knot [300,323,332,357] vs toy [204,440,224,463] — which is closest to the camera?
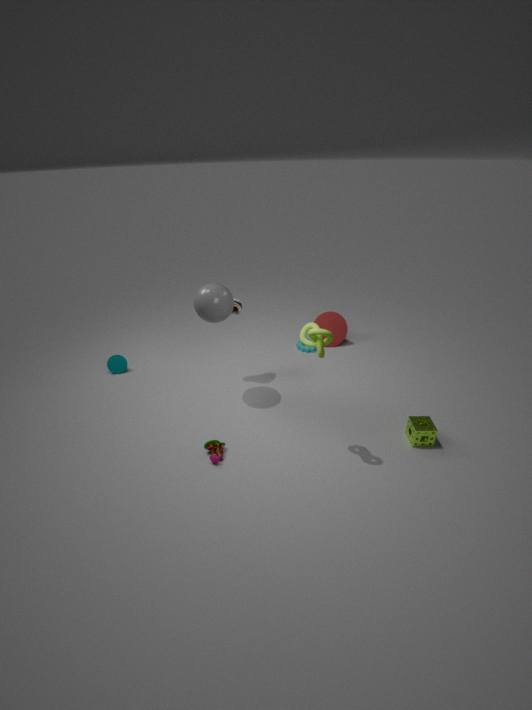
knot [300,323,332,357]
